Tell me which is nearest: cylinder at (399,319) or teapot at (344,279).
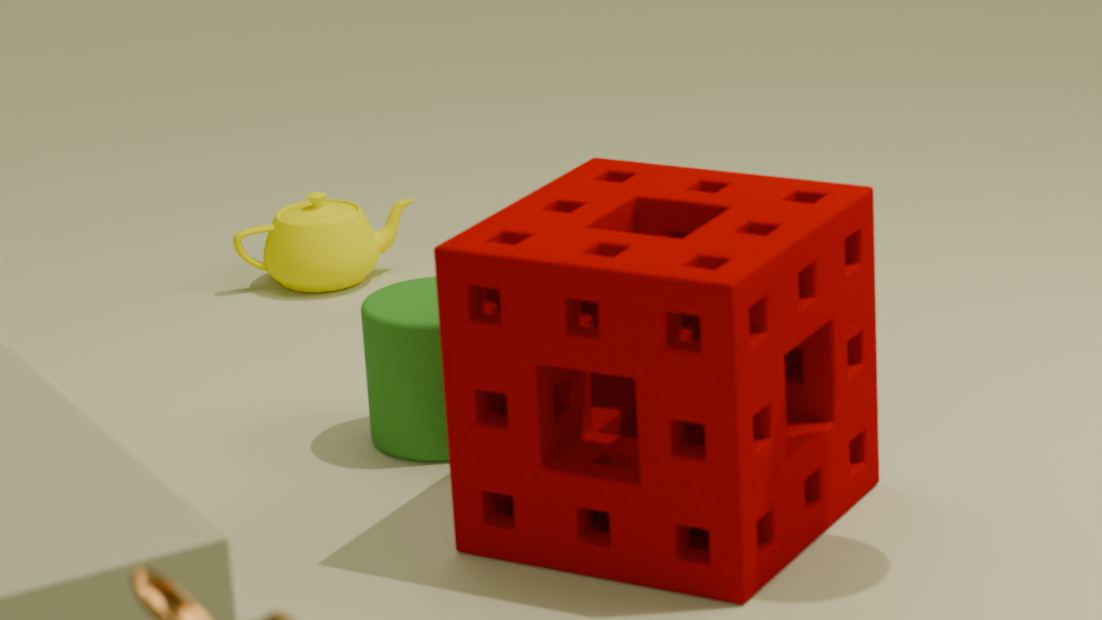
cylinder at (399,319)
